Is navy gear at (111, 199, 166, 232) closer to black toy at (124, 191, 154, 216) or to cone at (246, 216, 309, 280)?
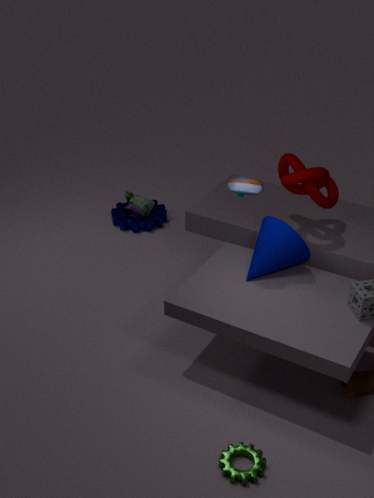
black toy at (124, 191, 154, 216)
